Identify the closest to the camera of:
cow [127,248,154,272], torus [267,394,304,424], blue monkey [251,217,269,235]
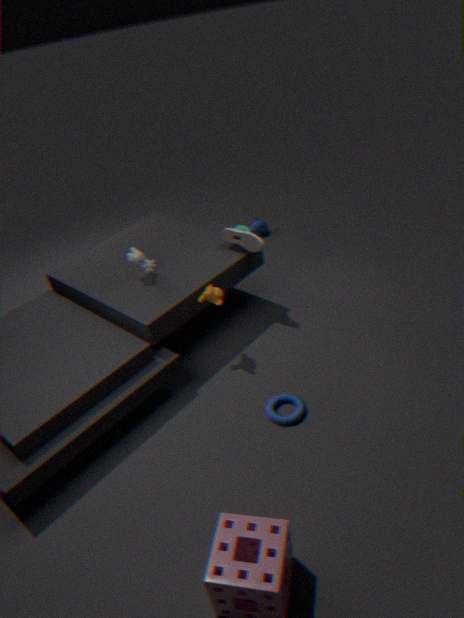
torus [267,394,304,424]
